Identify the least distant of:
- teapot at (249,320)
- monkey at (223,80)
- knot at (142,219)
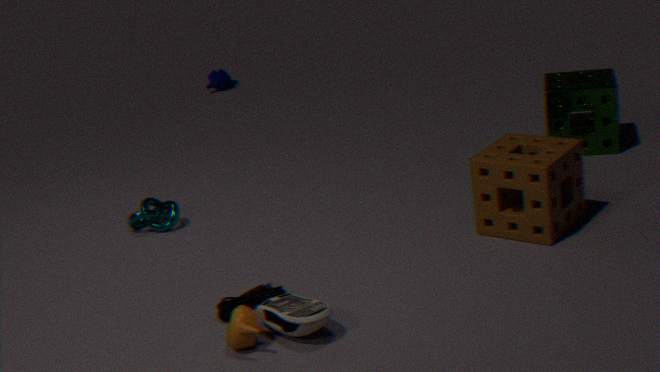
teapot at (249,320)
